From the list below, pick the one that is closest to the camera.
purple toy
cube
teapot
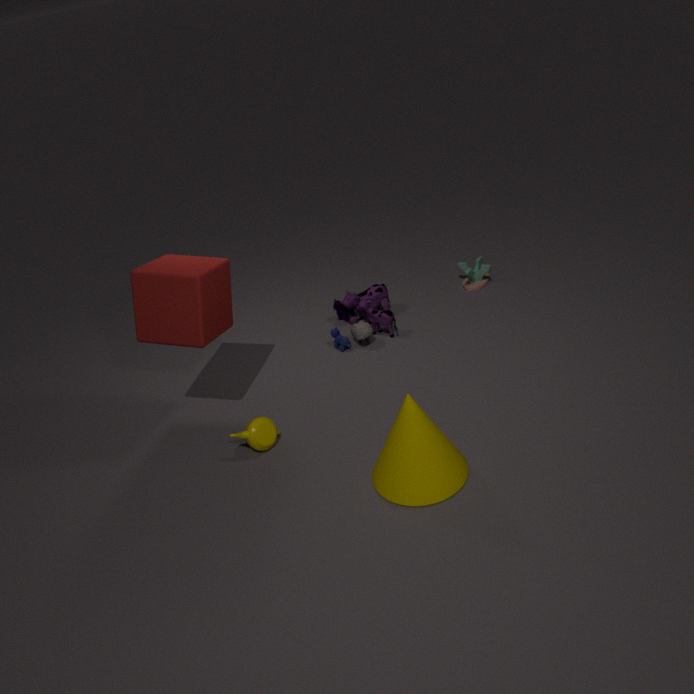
cube
